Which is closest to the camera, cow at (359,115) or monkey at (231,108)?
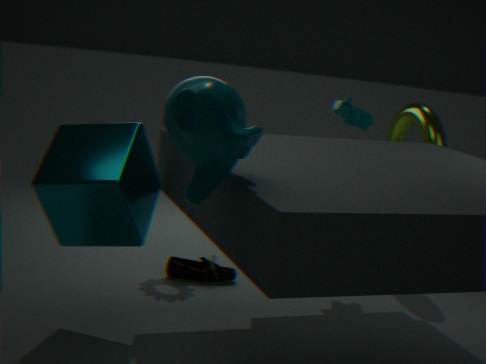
monkey at (231,108)
